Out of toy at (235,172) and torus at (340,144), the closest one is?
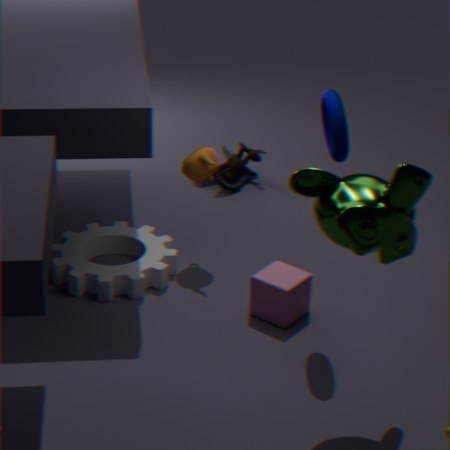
torus at (340,144)
